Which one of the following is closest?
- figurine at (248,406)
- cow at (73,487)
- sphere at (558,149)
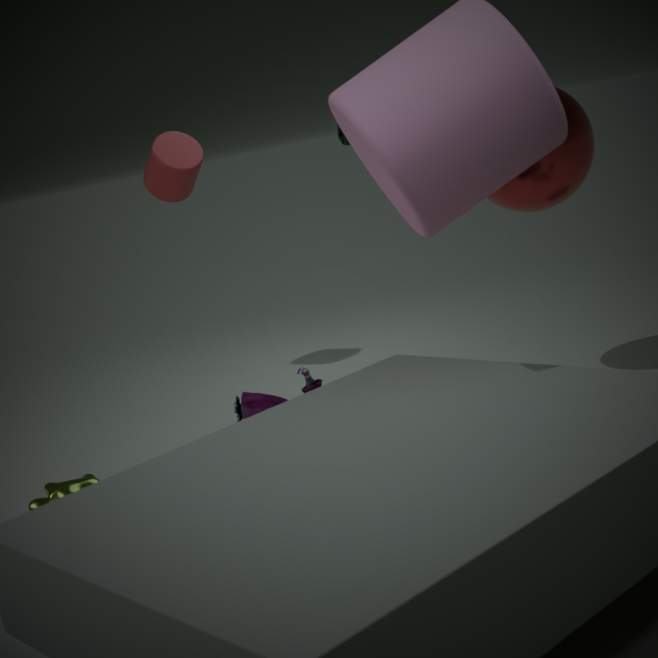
cow at (73,487)
